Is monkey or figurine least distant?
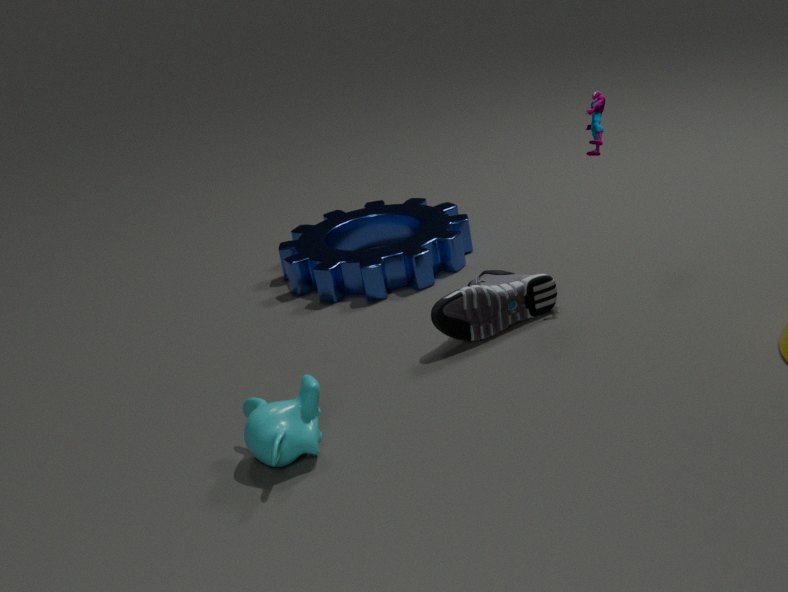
monkey
